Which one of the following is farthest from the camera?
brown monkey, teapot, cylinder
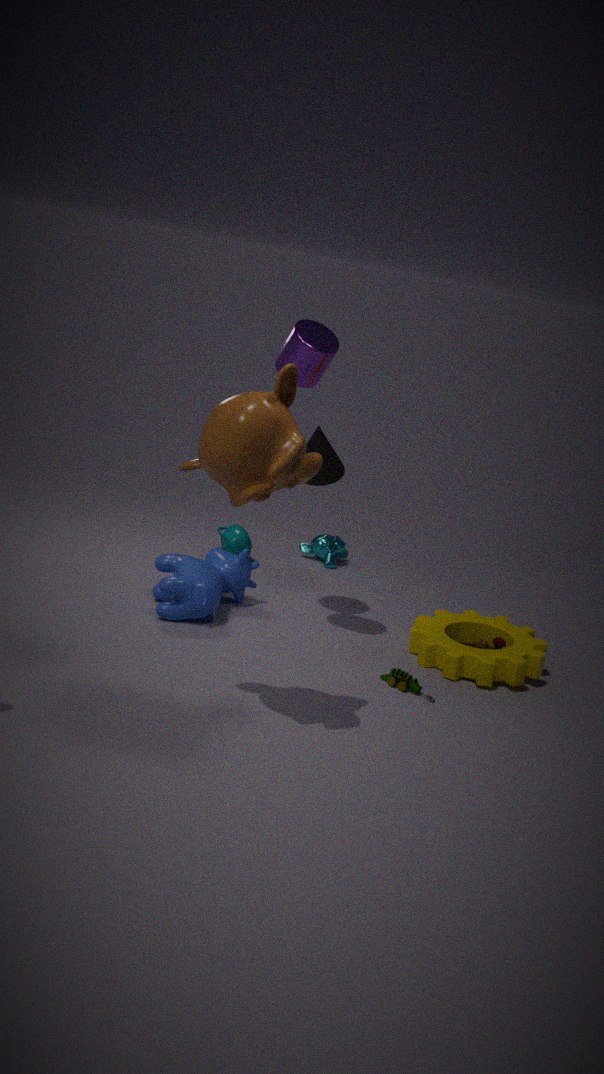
teapot
